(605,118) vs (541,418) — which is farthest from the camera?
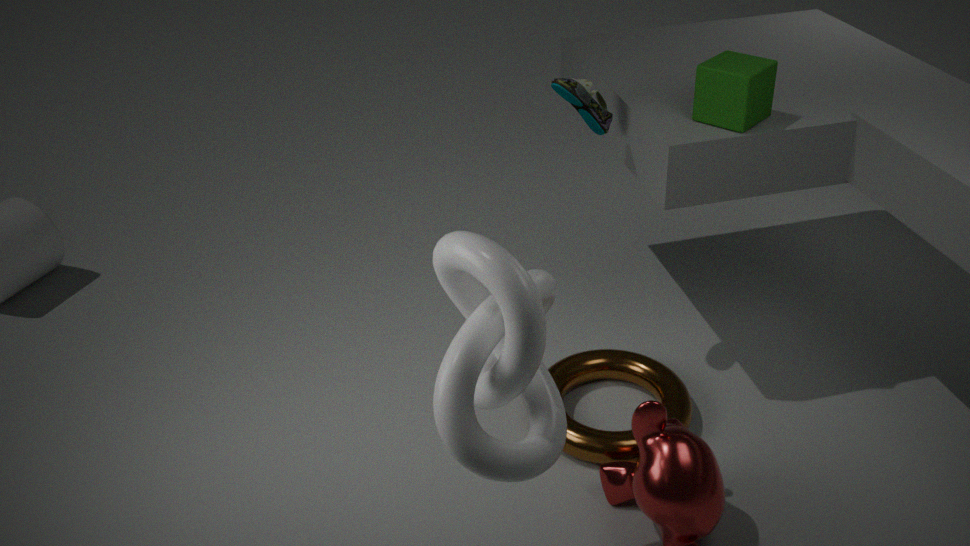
(605,118)
